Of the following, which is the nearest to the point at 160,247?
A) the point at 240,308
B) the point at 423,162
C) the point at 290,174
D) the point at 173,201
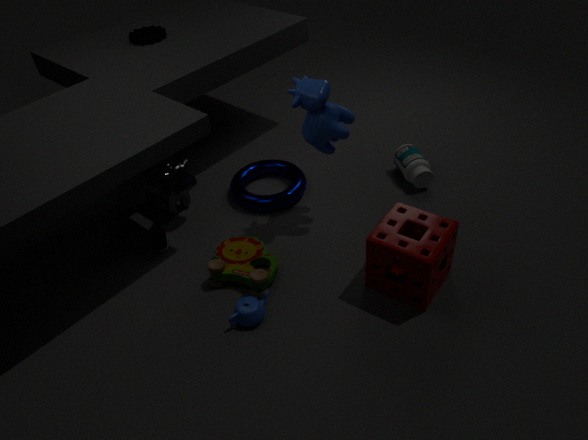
the point at 173,201
